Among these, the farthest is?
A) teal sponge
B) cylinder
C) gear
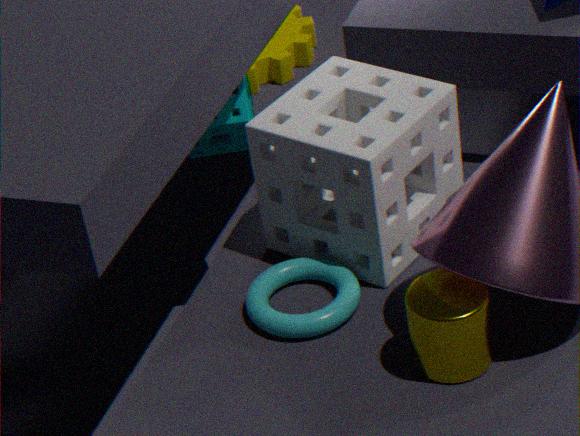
gear
